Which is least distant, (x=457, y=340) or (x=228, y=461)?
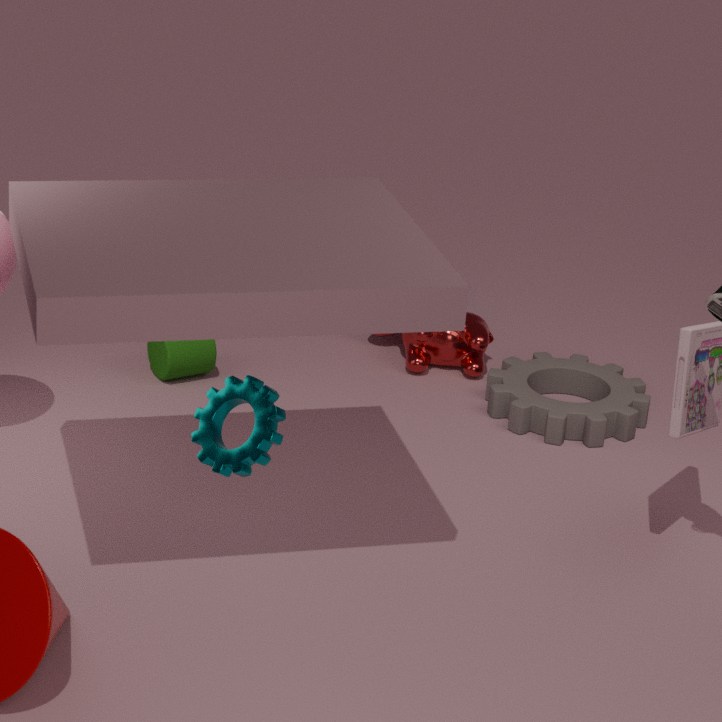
(x=228, y=461)
